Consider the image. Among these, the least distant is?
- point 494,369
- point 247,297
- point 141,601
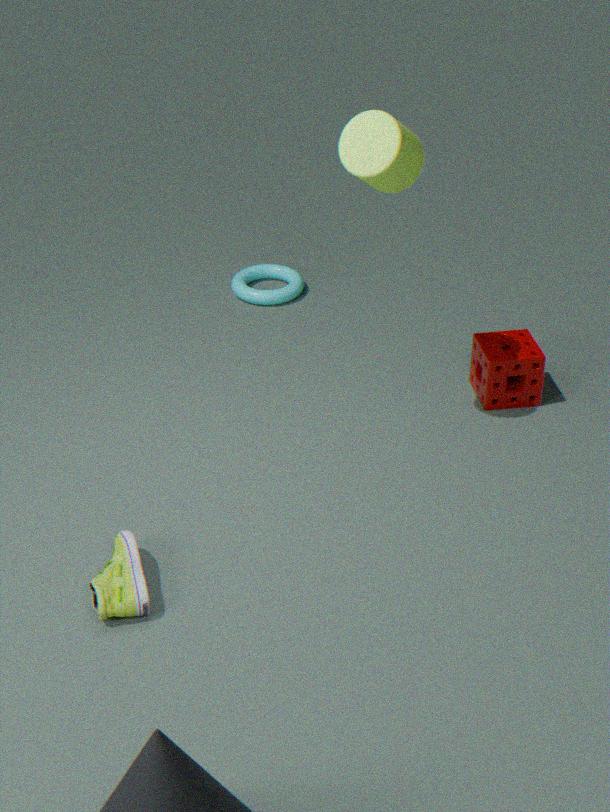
point 141,601
